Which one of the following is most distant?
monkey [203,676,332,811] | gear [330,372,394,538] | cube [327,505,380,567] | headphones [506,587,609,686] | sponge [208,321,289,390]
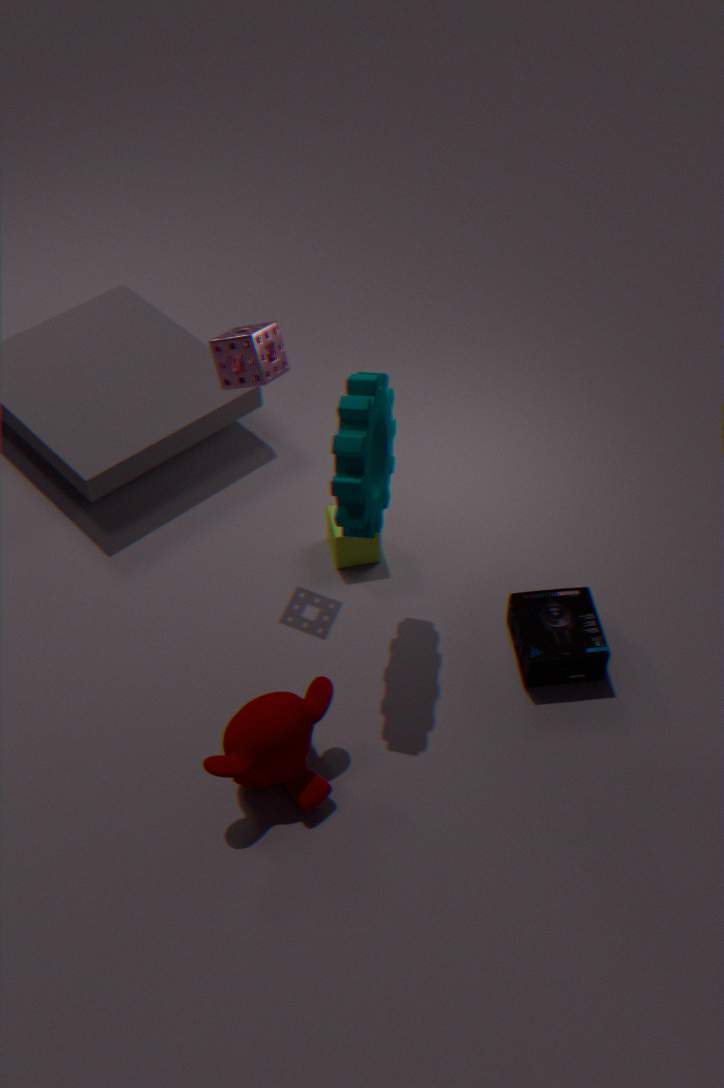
cube [327,505,380,567]
